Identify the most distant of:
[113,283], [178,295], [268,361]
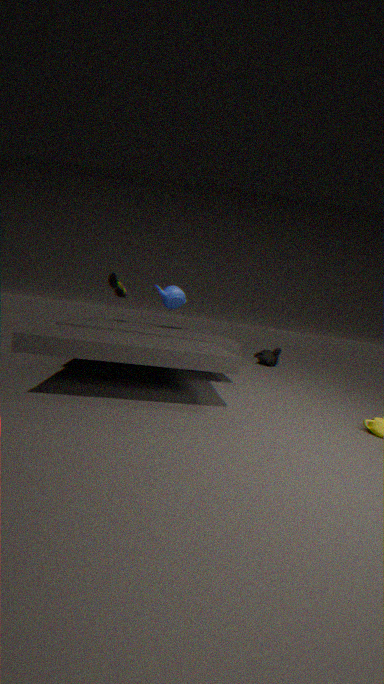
[268,361]
